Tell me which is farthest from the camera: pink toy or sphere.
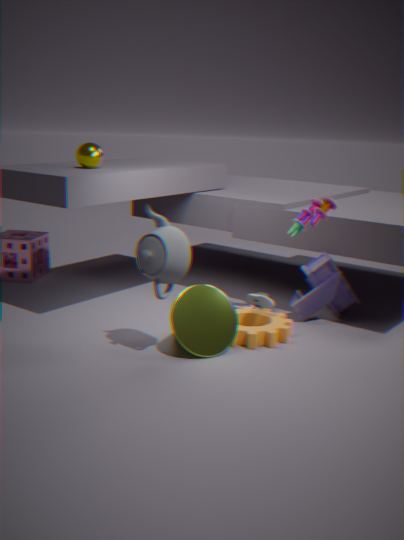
sphere
